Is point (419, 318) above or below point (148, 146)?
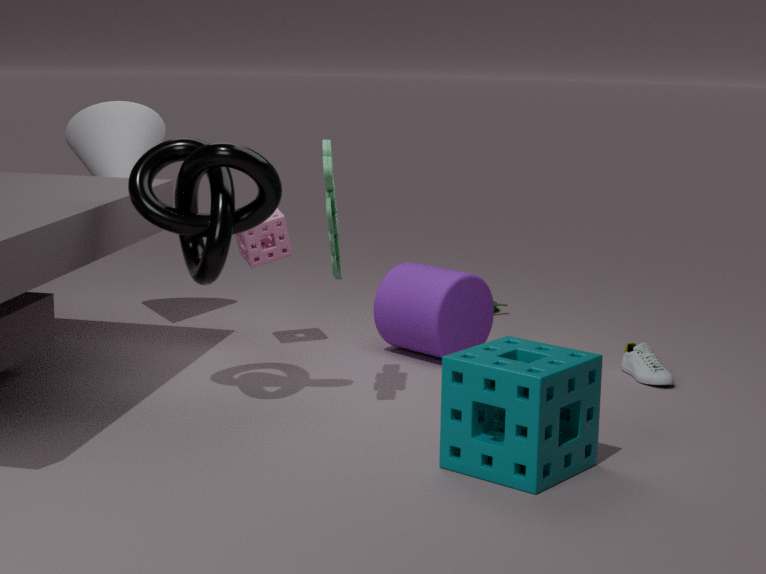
below
